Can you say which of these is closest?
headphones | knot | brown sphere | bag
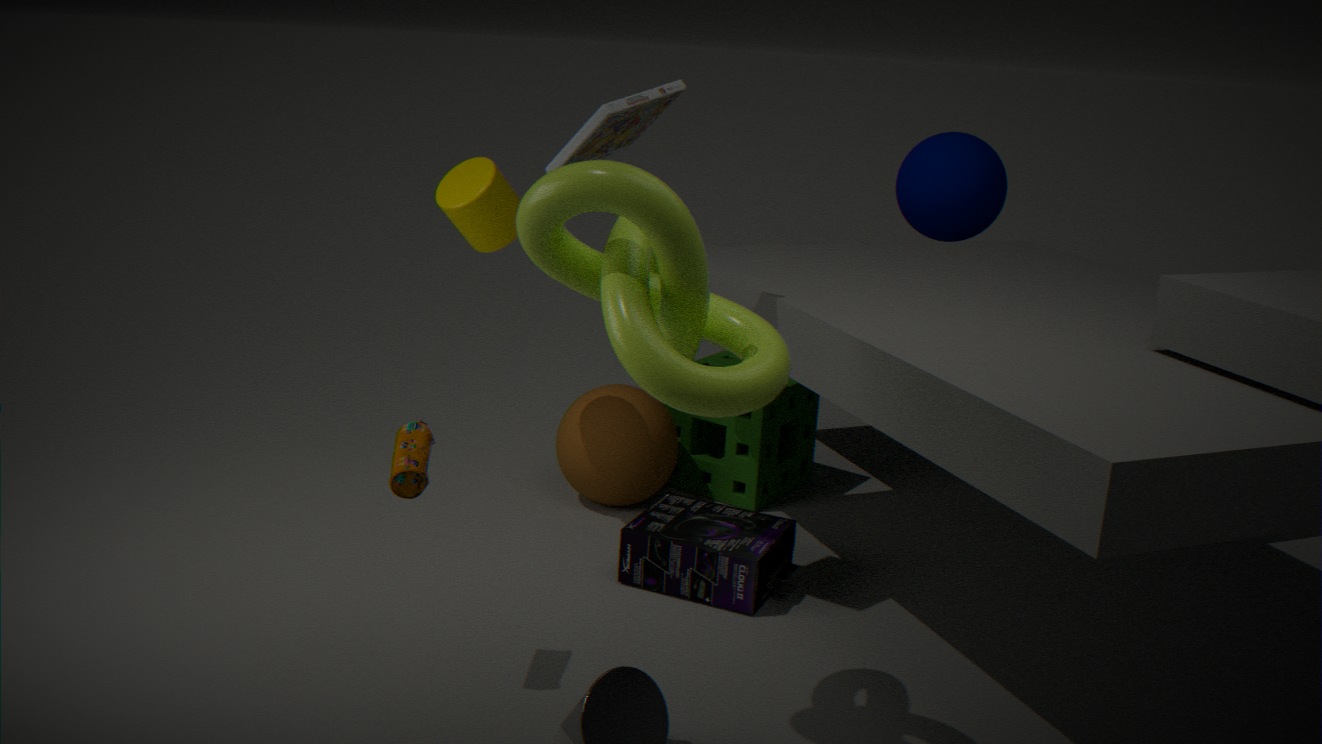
knot
